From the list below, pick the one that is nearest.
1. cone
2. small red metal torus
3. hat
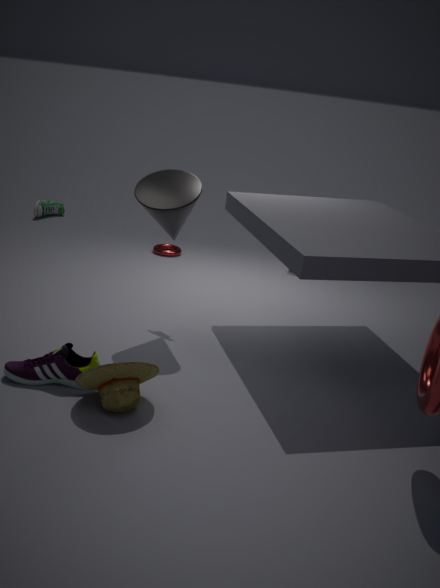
hat
